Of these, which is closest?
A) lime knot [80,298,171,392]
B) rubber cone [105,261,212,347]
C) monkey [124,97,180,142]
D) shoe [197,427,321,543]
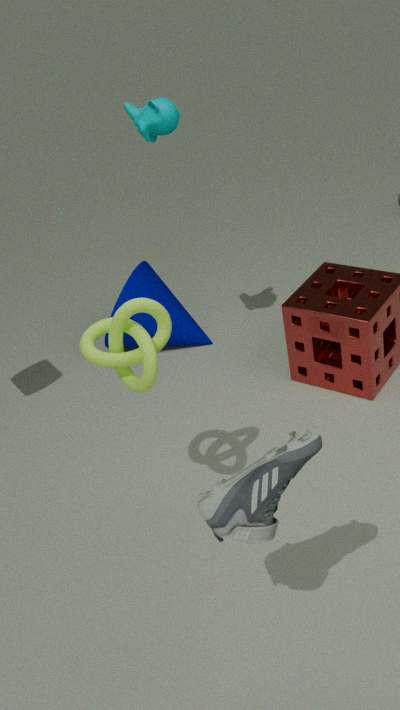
shoe [197,427,321,543]
